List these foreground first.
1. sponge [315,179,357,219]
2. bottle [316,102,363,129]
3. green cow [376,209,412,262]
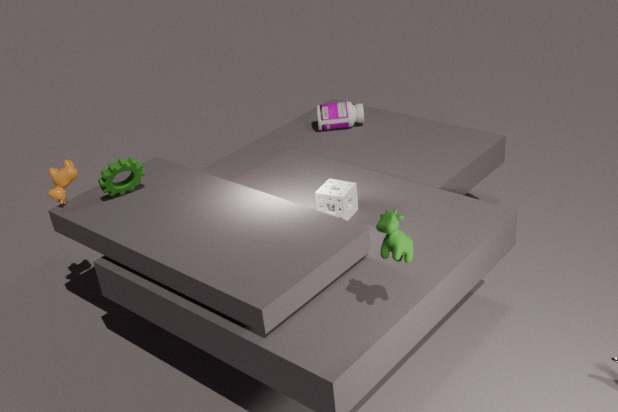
green cow [376,209,412,262], sponge [315,179,357,219], bottle [316,102,363,129]
